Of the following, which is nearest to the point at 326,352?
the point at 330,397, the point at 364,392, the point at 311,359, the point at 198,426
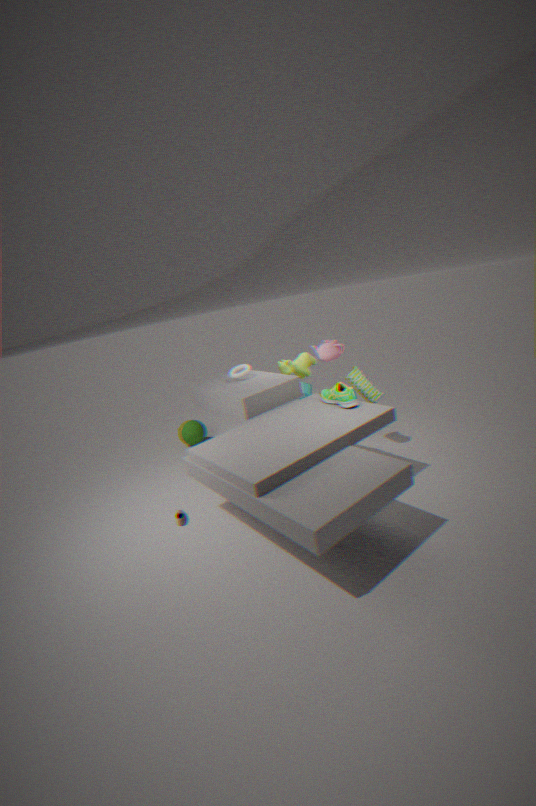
the point at 311,359
